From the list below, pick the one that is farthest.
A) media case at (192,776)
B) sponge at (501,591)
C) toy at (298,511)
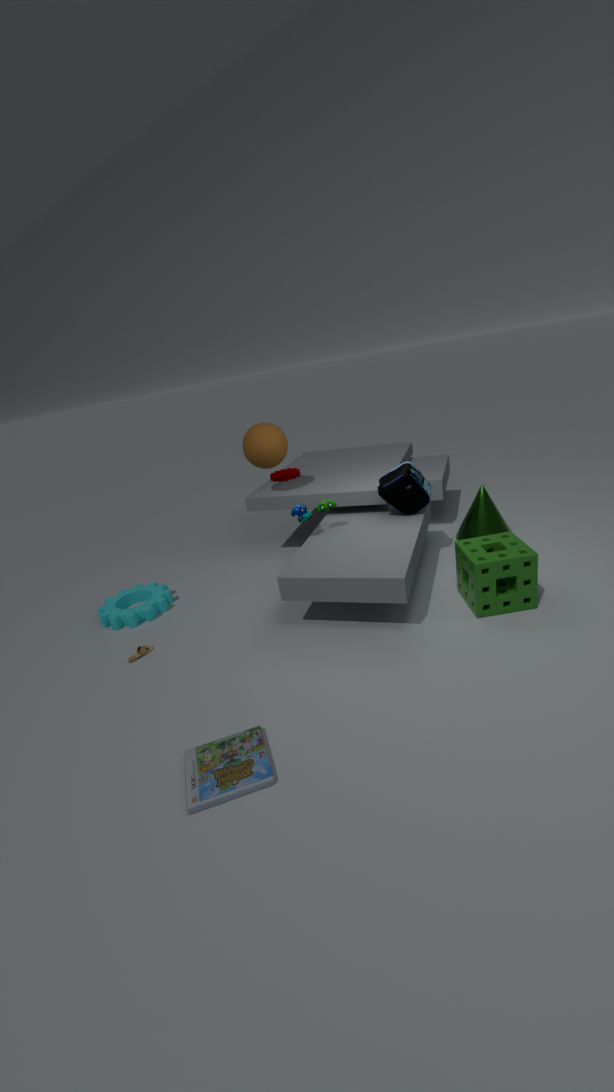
toy at (298,511)
